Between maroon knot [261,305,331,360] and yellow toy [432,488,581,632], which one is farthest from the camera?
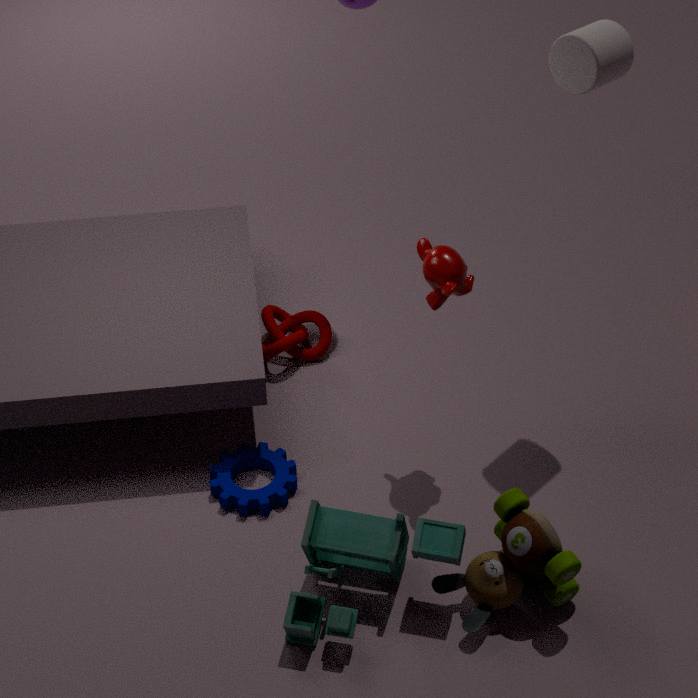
maroon knot [261,305,331,360]
